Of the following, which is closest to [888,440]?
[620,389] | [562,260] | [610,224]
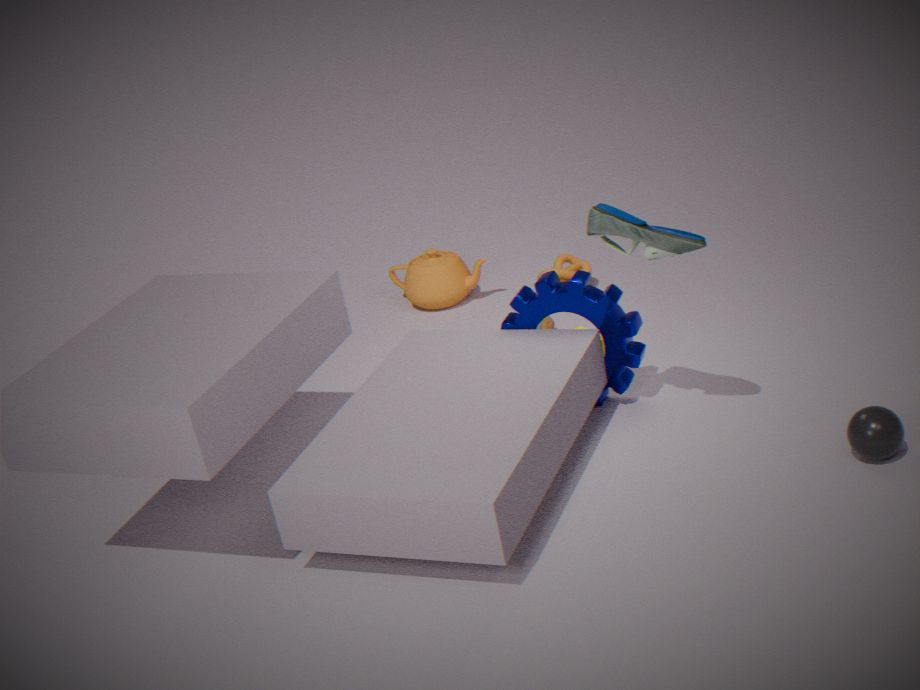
[610,224]
